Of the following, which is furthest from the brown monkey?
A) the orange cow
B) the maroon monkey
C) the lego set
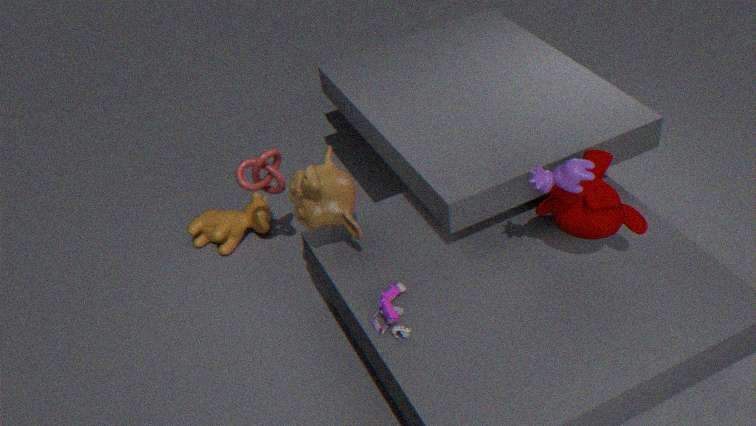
the orange cow
